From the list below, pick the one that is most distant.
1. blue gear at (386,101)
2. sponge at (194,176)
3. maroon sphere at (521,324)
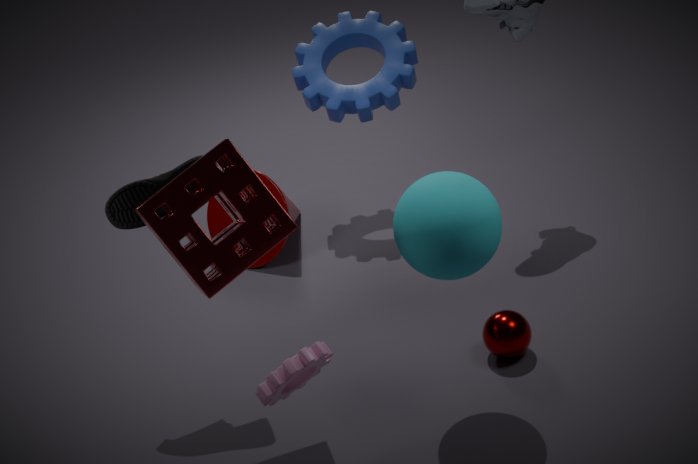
blue gear at (386,101)
